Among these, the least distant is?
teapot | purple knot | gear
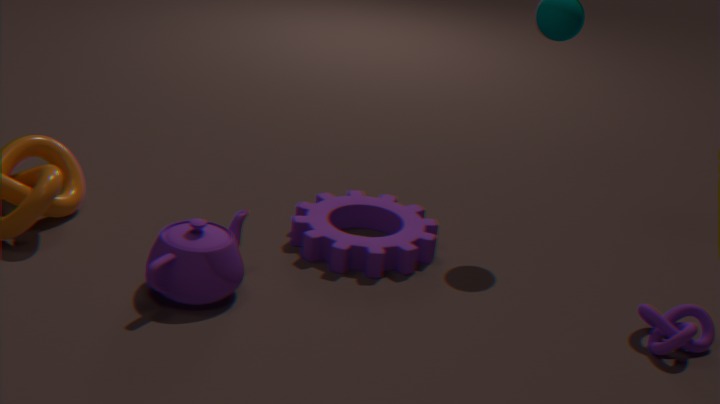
teapot
